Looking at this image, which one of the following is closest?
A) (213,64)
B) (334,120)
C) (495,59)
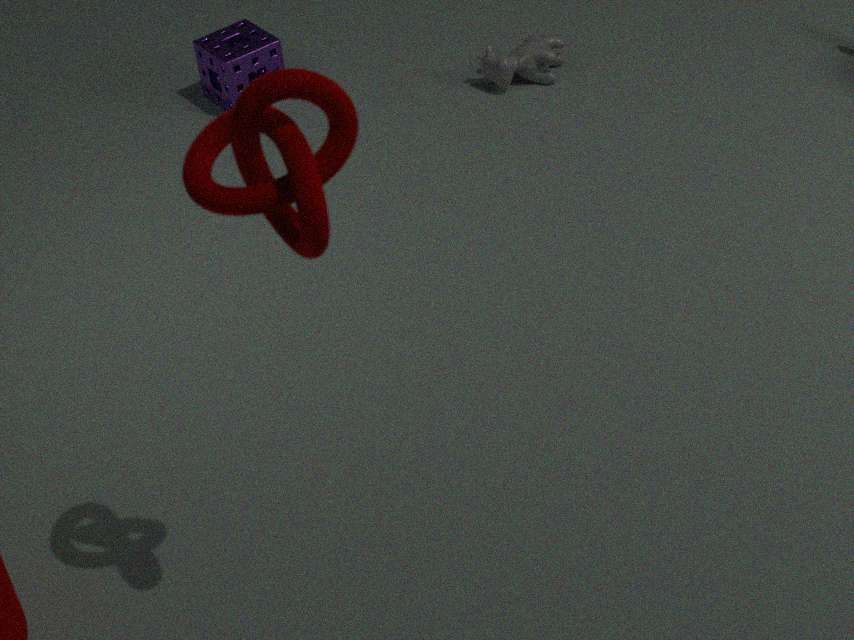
B. (334,120)
